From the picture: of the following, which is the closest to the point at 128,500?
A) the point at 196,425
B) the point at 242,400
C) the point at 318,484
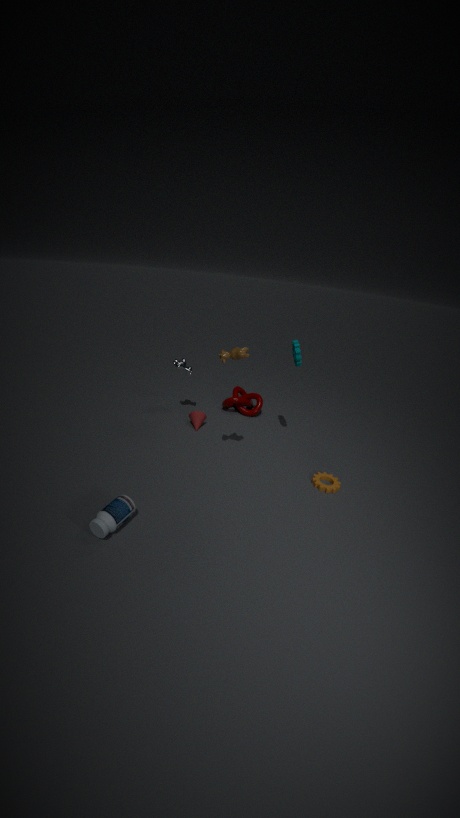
the point at 196,425
